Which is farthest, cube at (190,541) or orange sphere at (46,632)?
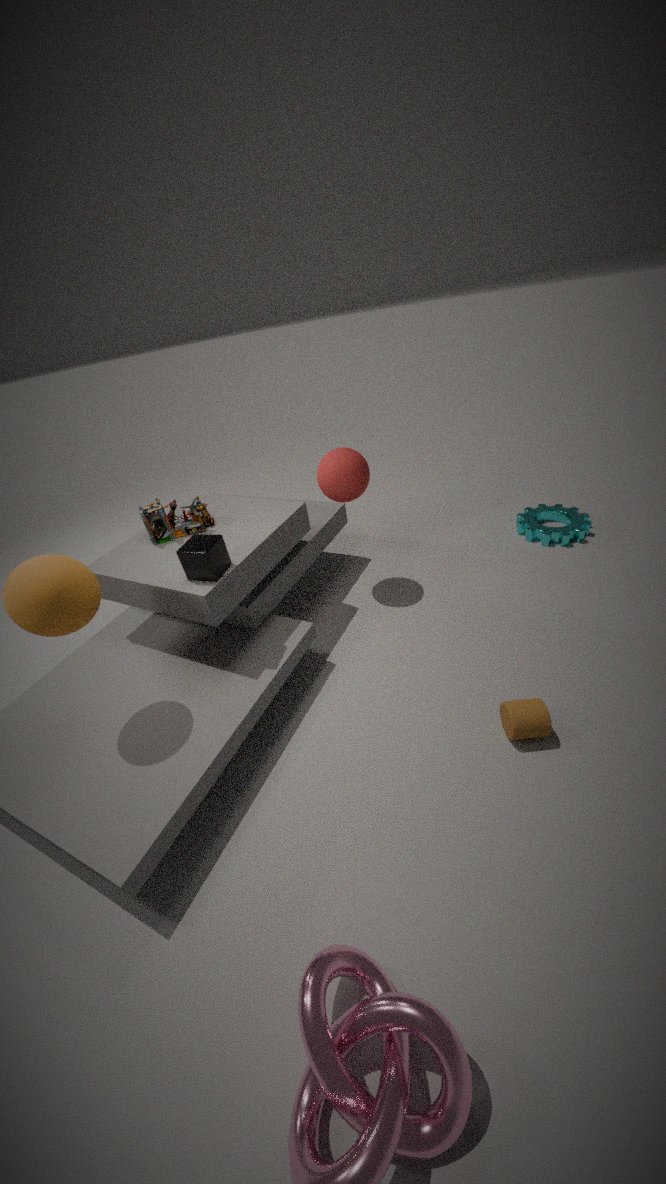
cube at (190,541)
